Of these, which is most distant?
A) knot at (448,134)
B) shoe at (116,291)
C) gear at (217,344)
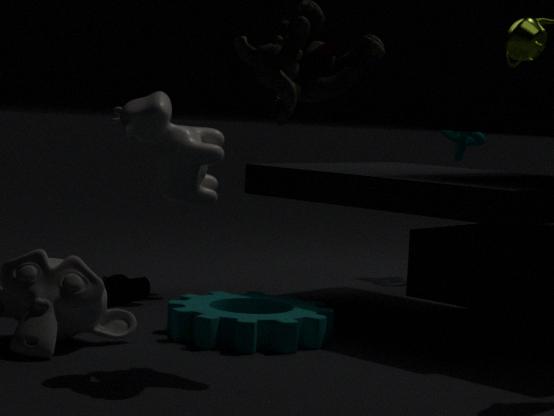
A. knot at (448,134)
